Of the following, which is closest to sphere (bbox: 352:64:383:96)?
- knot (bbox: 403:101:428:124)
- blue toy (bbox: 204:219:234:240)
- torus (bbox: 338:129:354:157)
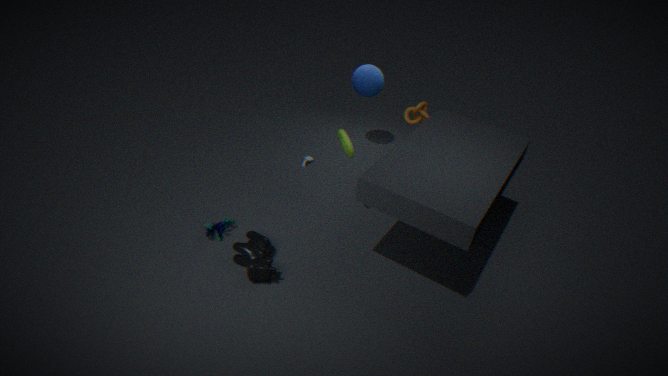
knot (bbox: 403:101:428:124)
